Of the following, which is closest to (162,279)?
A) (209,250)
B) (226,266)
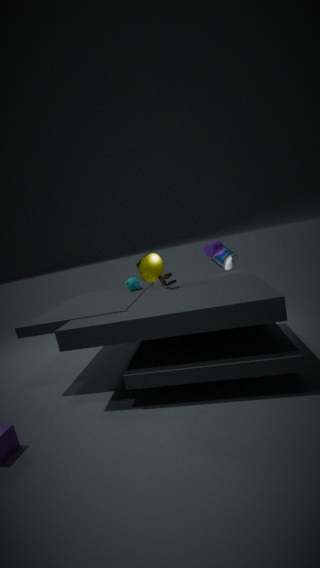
(209,250)
